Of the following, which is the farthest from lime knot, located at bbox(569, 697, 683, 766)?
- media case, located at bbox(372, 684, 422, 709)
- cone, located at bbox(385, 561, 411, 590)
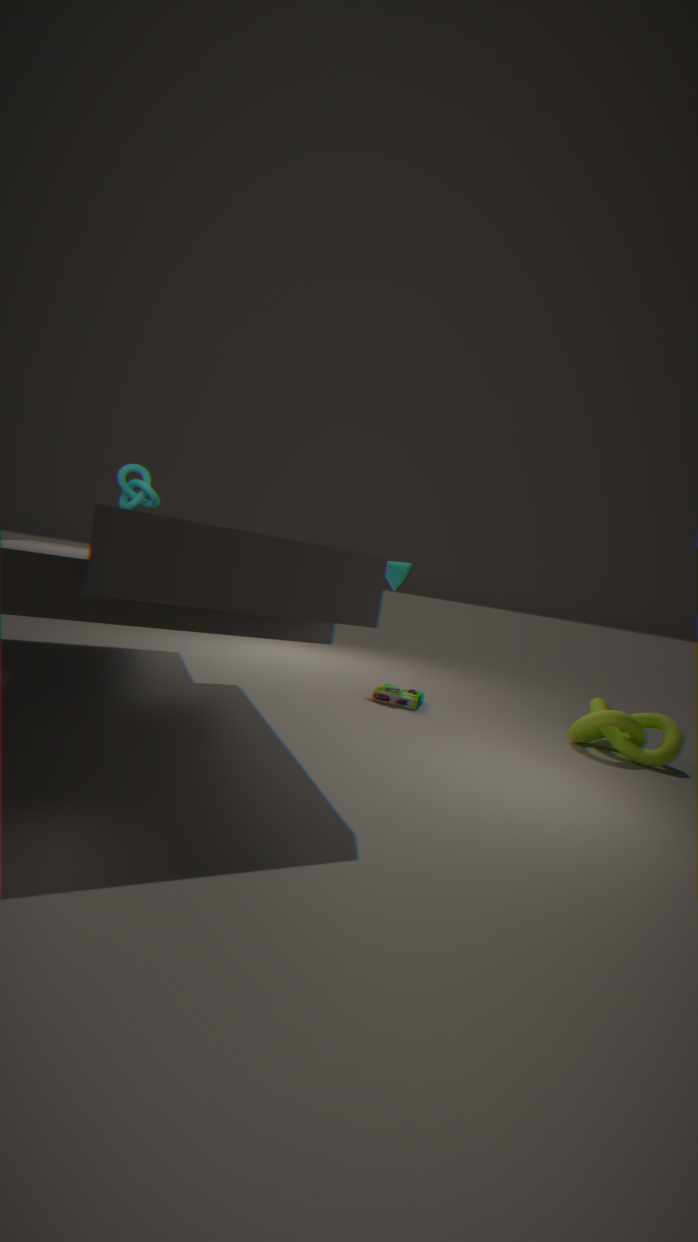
cone, located at bbox(385, 561, 411, 590)
